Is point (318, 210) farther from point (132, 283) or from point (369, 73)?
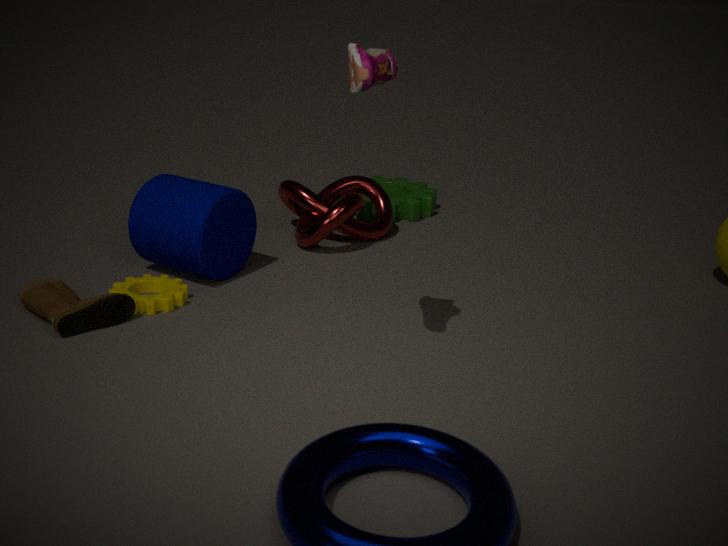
point (369, 73)
